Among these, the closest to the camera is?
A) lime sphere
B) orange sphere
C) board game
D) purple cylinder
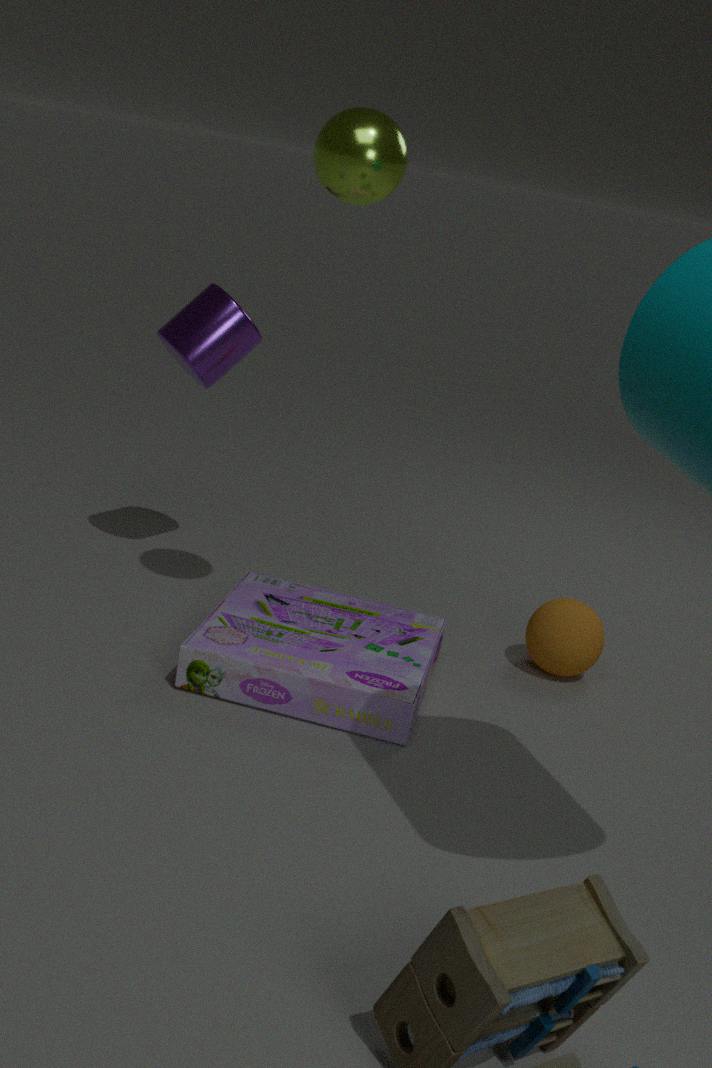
lime sphere
